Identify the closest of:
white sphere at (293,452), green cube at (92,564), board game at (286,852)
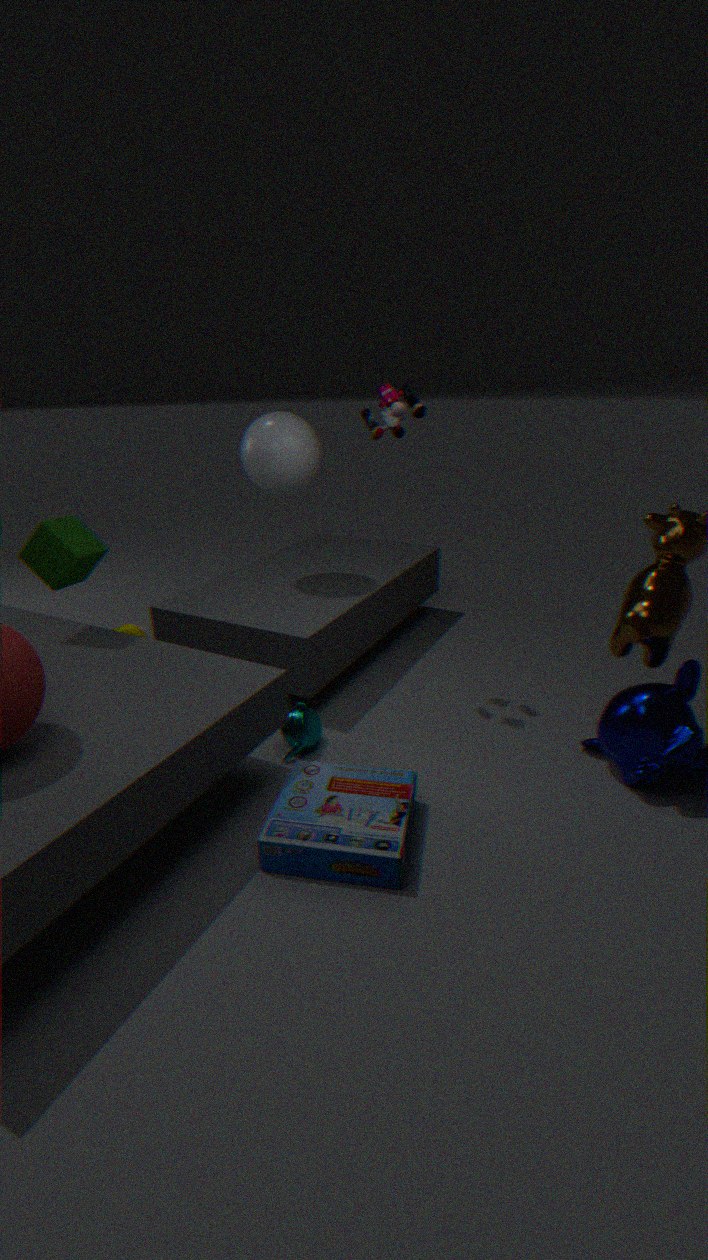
board game at (286,852)
